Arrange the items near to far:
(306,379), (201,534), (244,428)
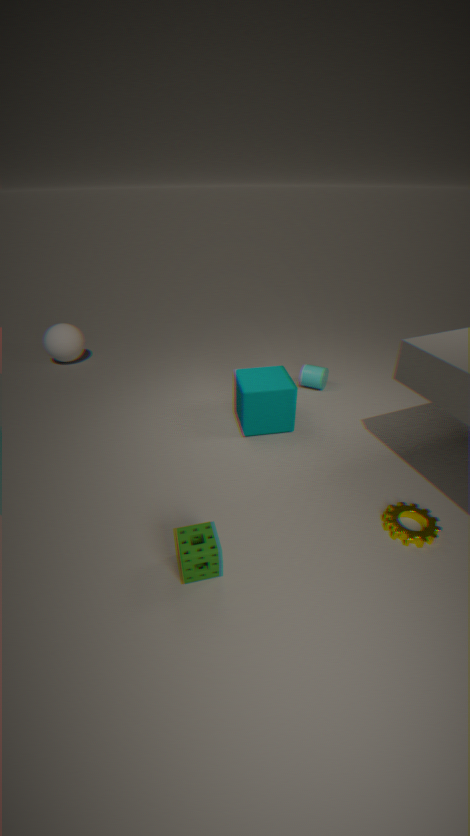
1. (201,534)
2. (244,428)
3. (306,379)
